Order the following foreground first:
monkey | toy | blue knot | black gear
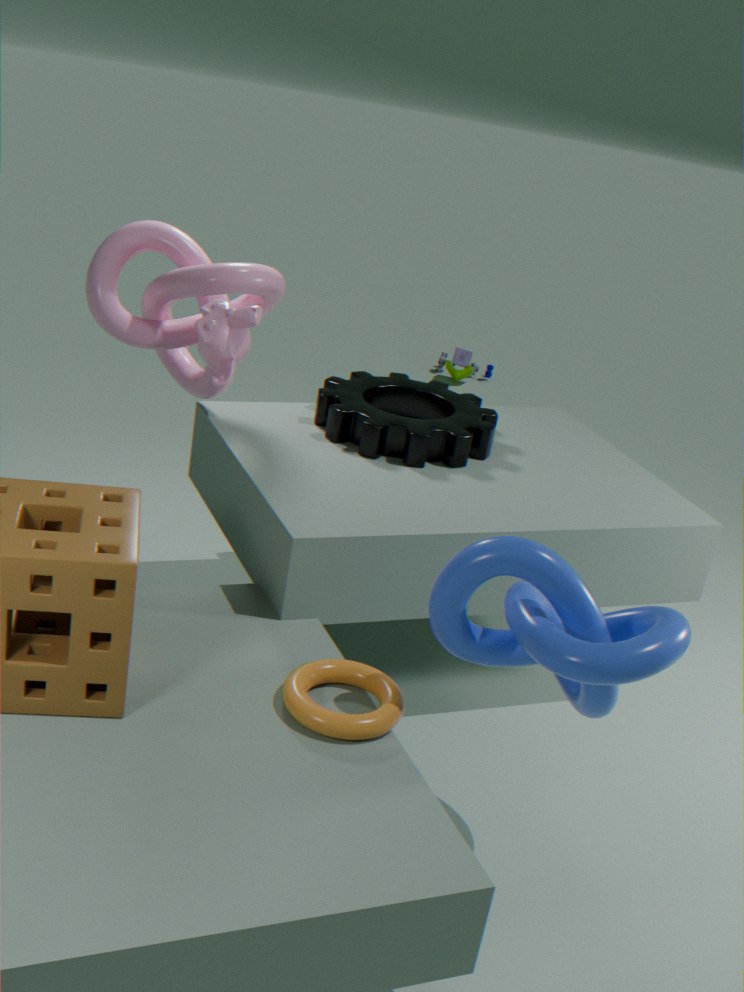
1. blue knot
2. monkey
3. black gear
4. toy
